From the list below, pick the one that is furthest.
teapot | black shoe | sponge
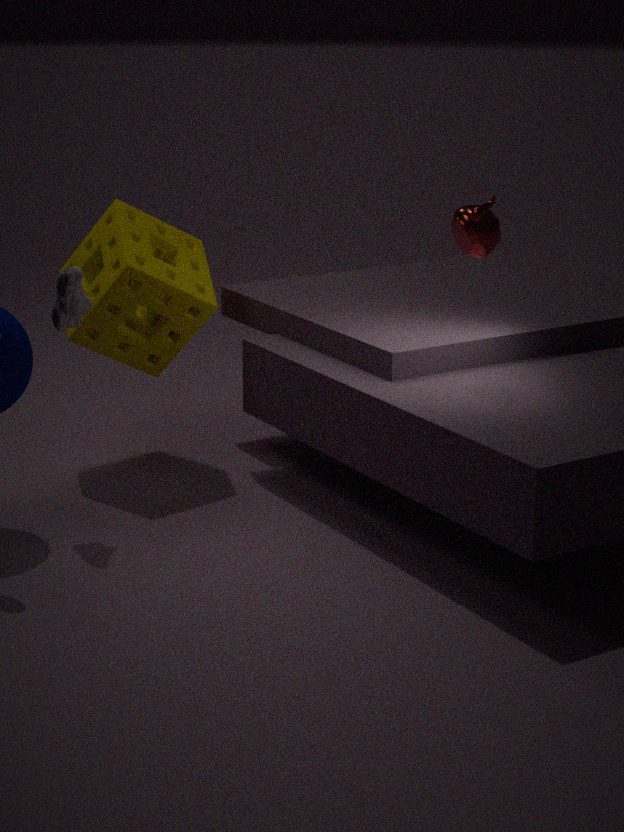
sponge
